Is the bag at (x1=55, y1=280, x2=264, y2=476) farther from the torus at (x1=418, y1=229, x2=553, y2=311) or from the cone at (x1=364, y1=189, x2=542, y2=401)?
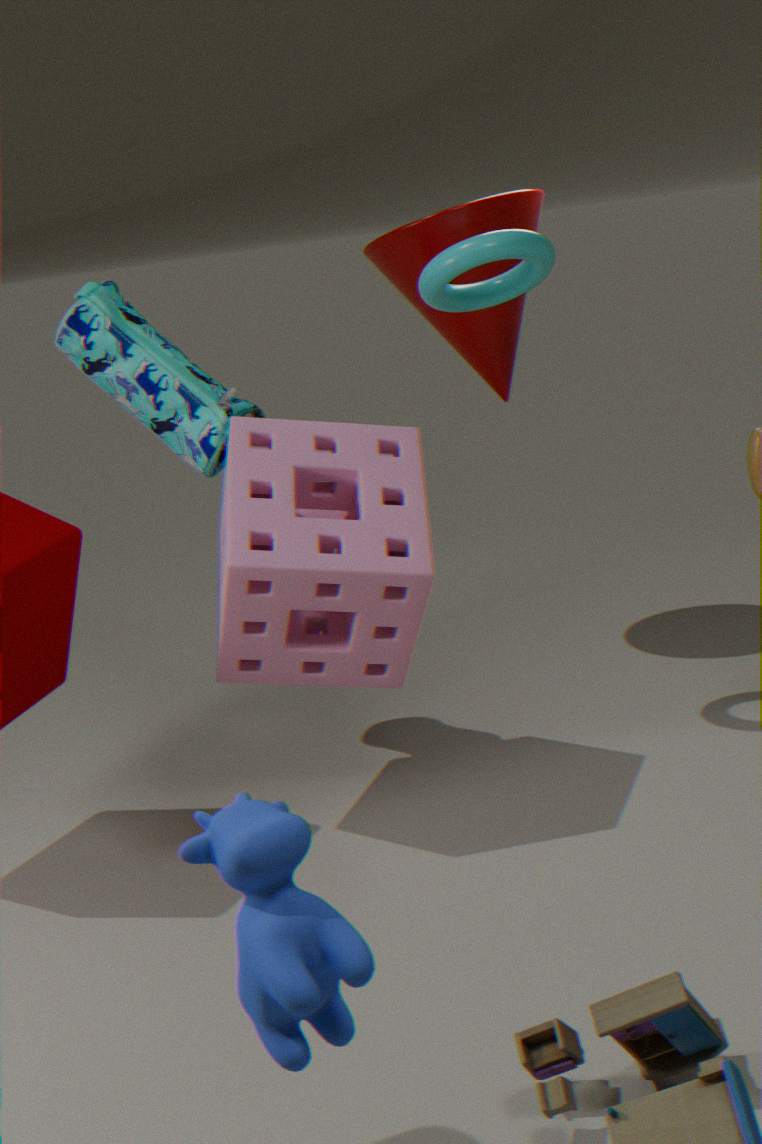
the cone at (x1=364, y1=189, x2=542, y2=401)
